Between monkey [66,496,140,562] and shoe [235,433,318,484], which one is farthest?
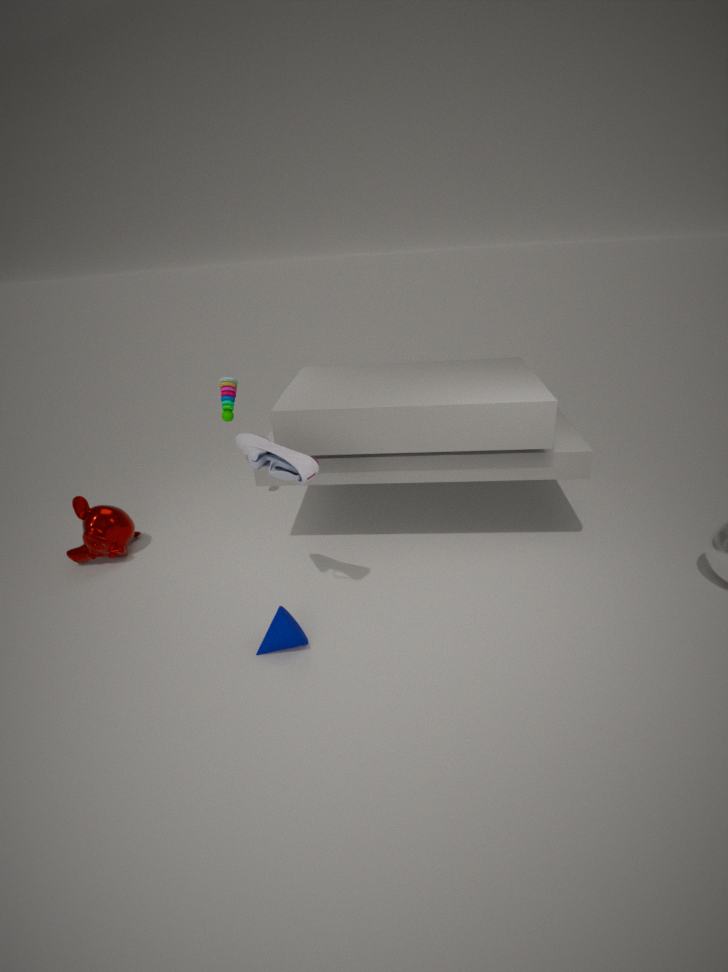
monkey [66,496,140,562]
